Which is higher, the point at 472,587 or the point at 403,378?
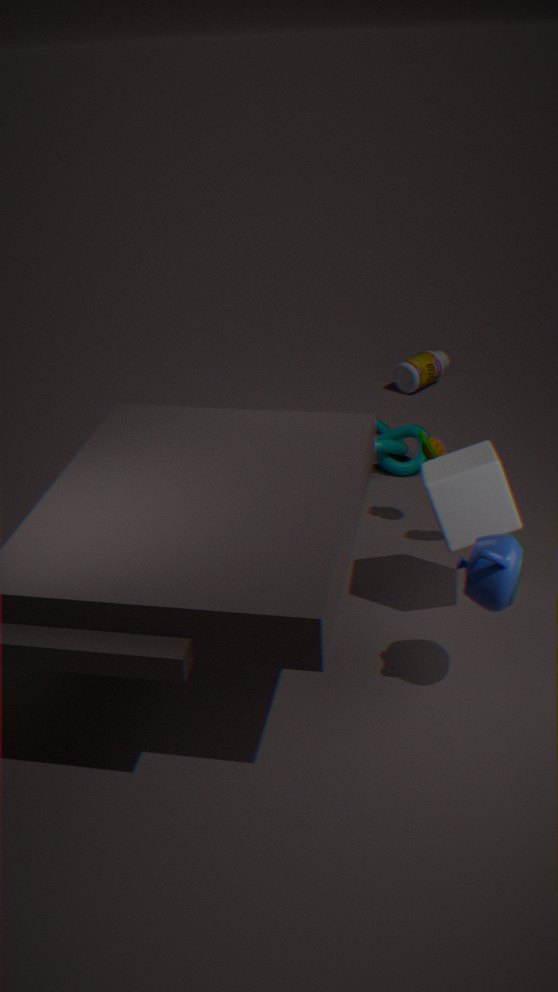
the point at 472,587
